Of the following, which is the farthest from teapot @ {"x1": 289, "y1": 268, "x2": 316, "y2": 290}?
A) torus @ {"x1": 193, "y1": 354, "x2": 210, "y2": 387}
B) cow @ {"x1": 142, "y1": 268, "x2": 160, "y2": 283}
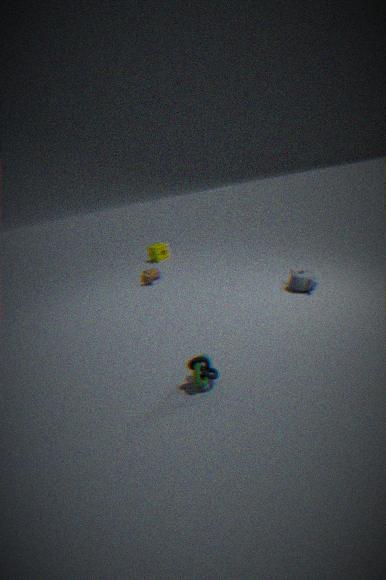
cow @ {"x1": 142, "y1": 268, "x2": 160, "y2": 283}
